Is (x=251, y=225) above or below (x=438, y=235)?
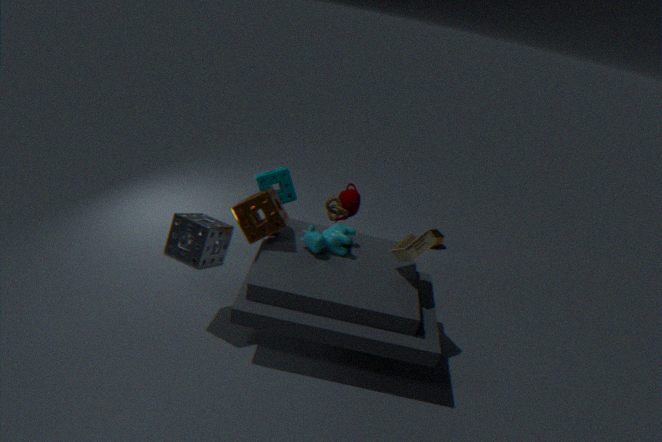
above
